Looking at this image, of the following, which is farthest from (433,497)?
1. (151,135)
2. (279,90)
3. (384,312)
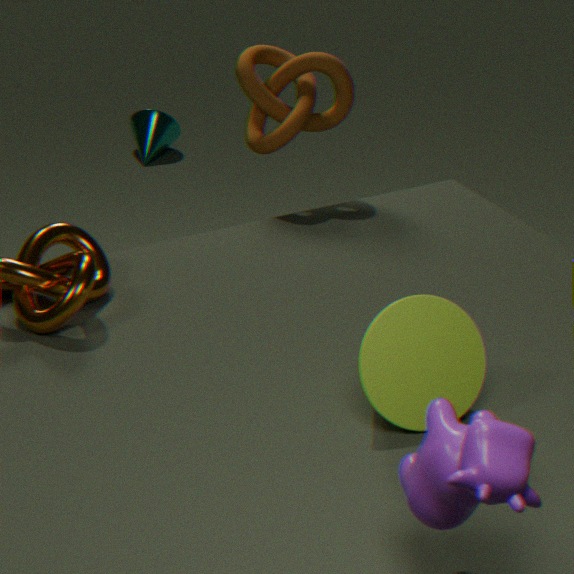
(151,135)
